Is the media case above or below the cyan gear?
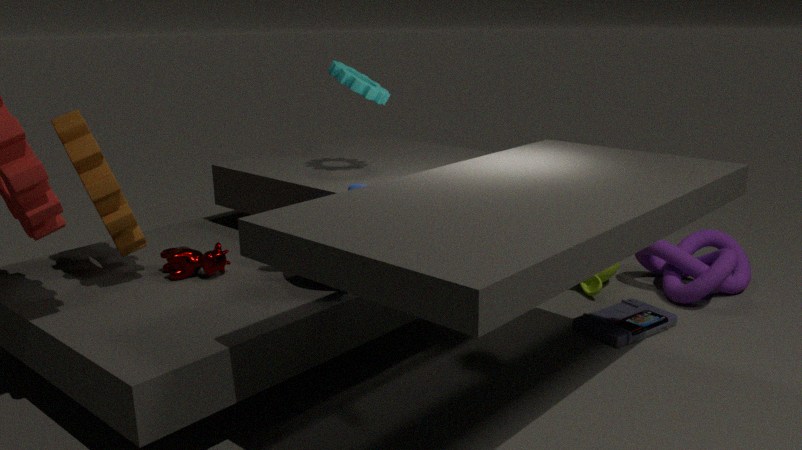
below
